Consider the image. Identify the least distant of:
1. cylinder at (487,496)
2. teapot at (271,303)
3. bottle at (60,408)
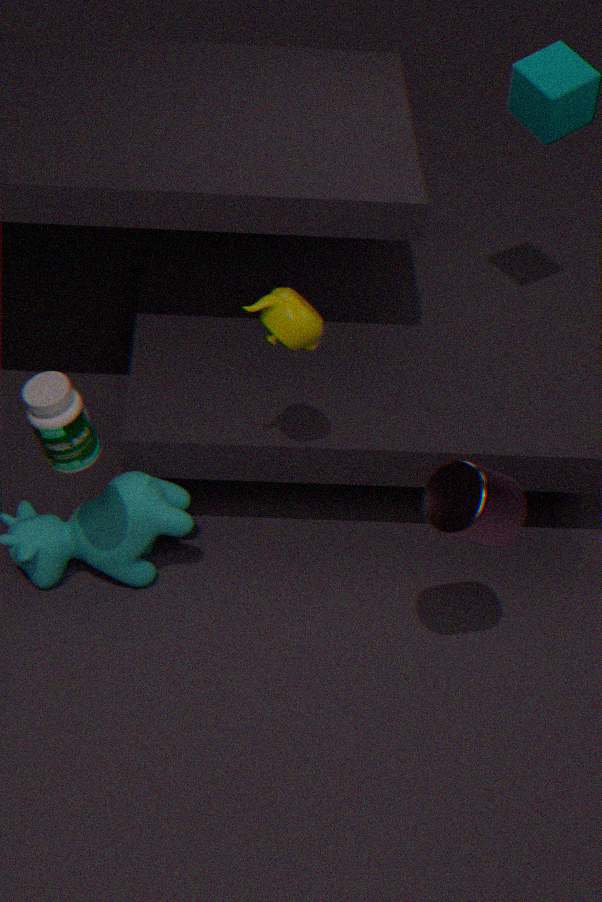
cylinder at (487,496)
